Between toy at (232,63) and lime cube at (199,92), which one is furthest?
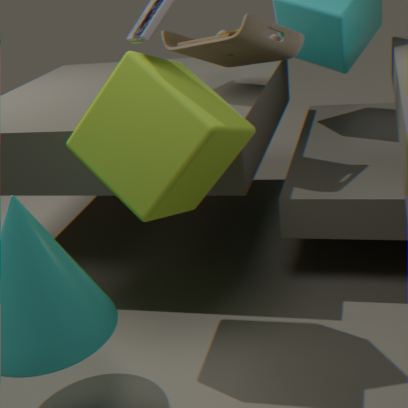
toy at (232,63)
